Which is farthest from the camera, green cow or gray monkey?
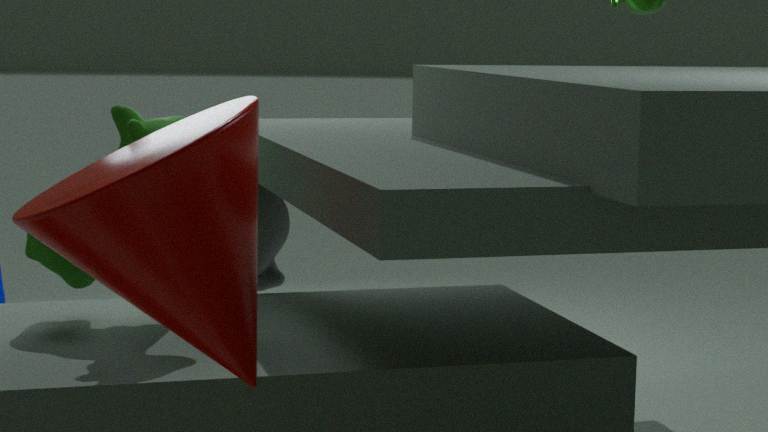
gray monkey
